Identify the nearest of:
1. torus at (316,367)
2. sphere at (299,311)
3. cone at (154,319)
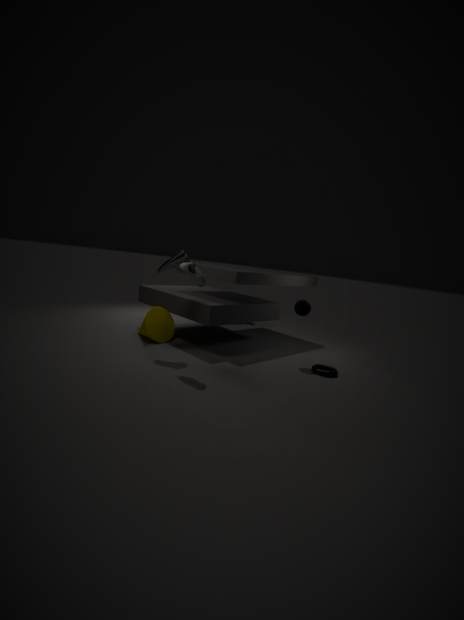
torus at (316,367)
